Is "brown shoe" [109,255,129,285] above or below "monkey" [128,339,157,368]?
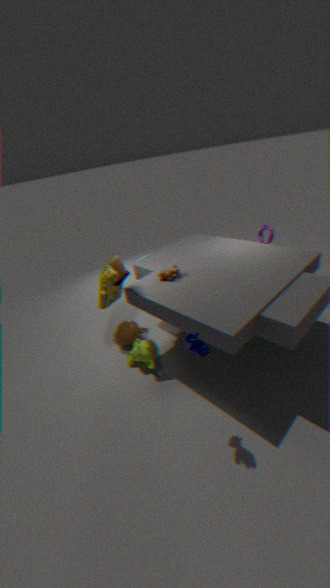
above
